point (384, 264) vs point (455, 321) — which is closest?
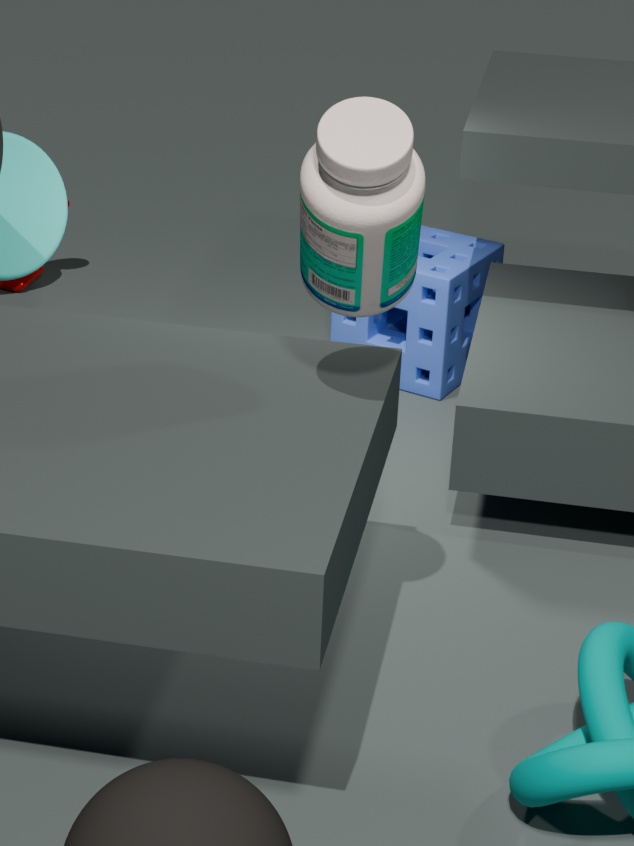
point (384, 264)
